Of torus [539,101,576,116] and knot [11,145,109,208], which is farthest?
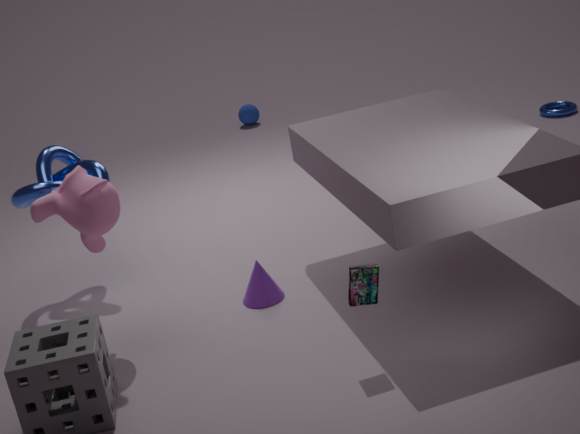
torus [539,101,576,116]
